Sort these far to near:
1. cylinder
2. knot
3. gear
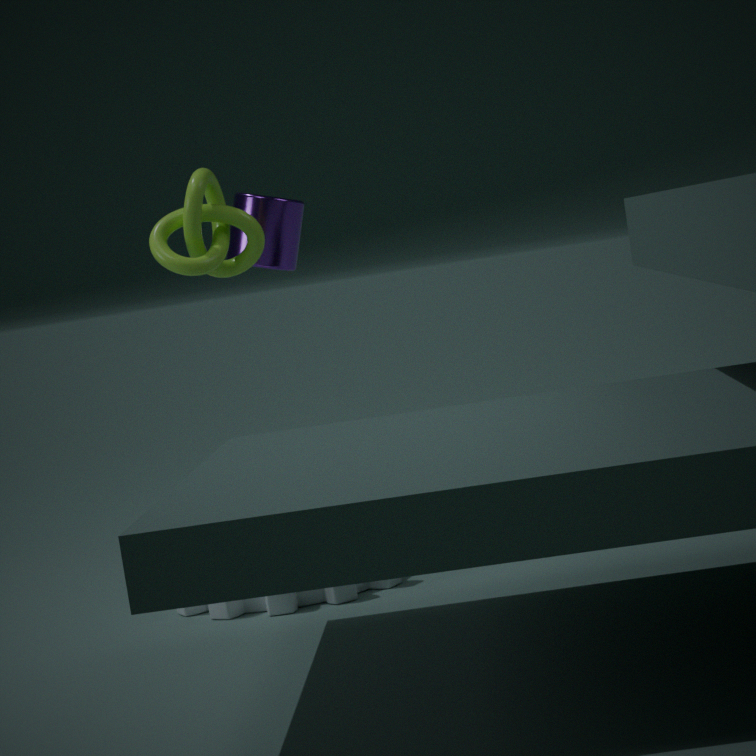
cylinder, knot, gear
